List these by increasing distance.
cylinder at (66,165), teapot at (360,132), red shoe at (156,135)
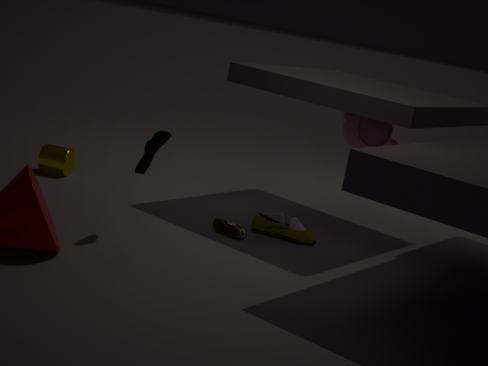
red shoe at (156,135) → cylinder at (66,165) → teapot at (360,132)
